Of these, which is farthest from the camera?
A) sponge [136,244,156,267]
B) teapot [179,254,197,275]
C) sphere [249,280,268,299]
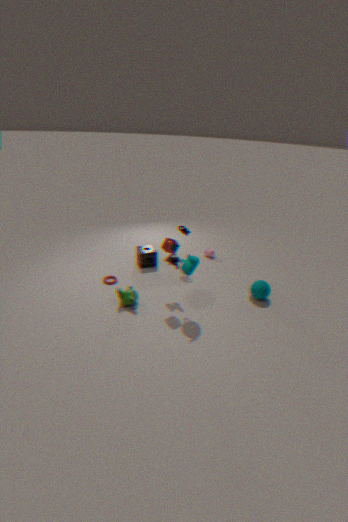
sponge [136,244,156,267]
